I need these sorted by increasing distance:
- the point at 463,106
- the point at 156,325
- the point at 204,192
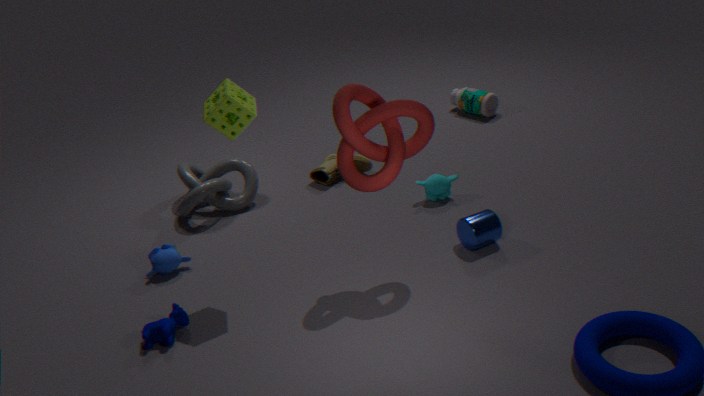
the point at 156,325, the point at 204,192, the point at 463,106
